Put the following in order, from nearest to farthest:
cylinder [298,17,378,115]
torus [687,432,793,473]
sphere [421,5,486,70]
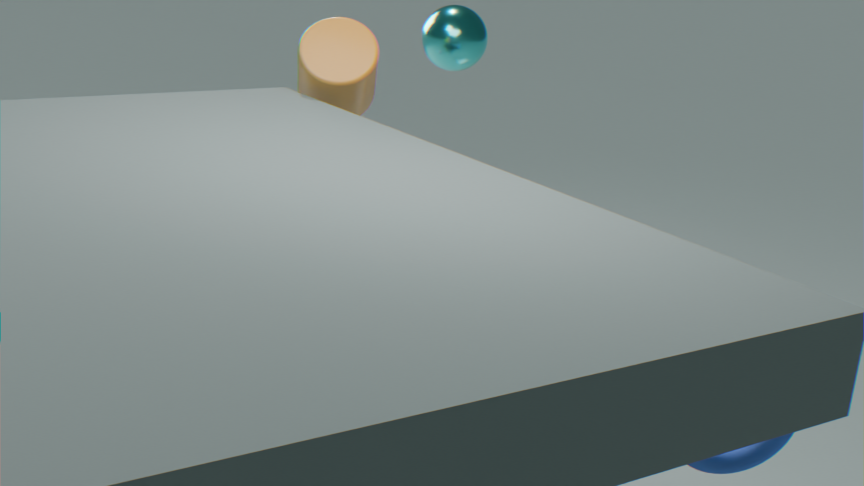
1. torus [687,432,793,473]
2. cylinder [298,17,378,115]
3. sphere [421,5,486,70]
